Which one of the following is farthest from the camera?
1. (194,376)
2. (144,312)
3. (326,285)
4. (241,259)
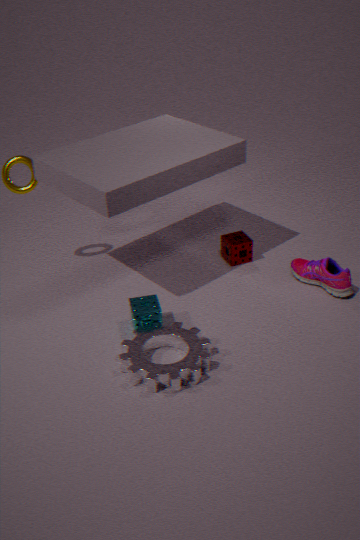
(241,259)
